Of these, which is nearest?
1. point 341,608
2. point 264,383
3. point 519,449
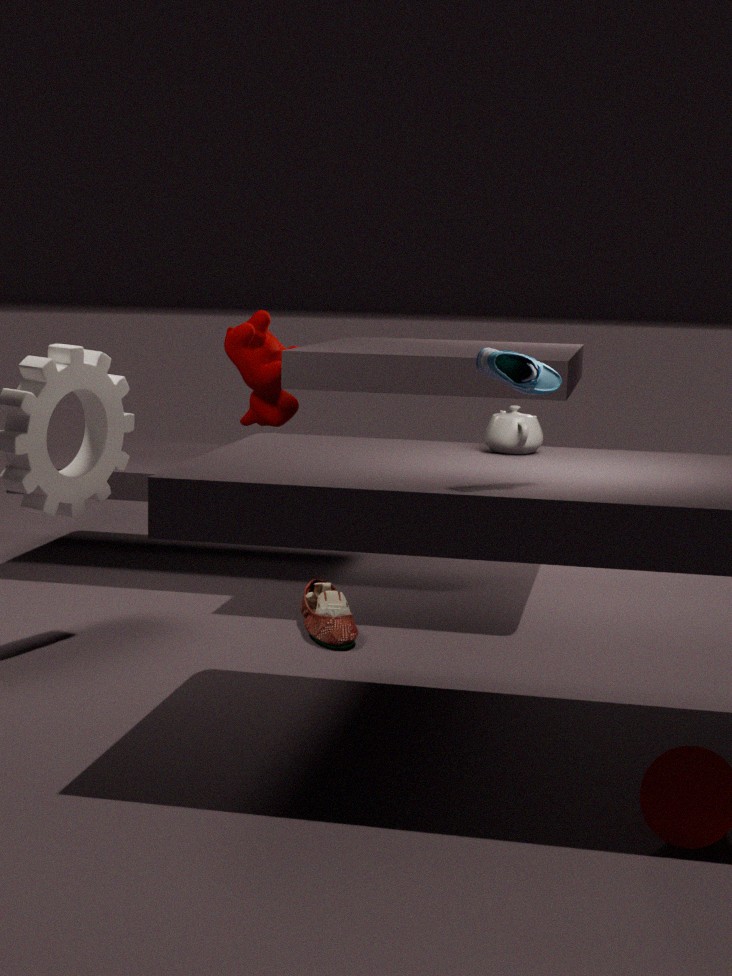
point 519,449
